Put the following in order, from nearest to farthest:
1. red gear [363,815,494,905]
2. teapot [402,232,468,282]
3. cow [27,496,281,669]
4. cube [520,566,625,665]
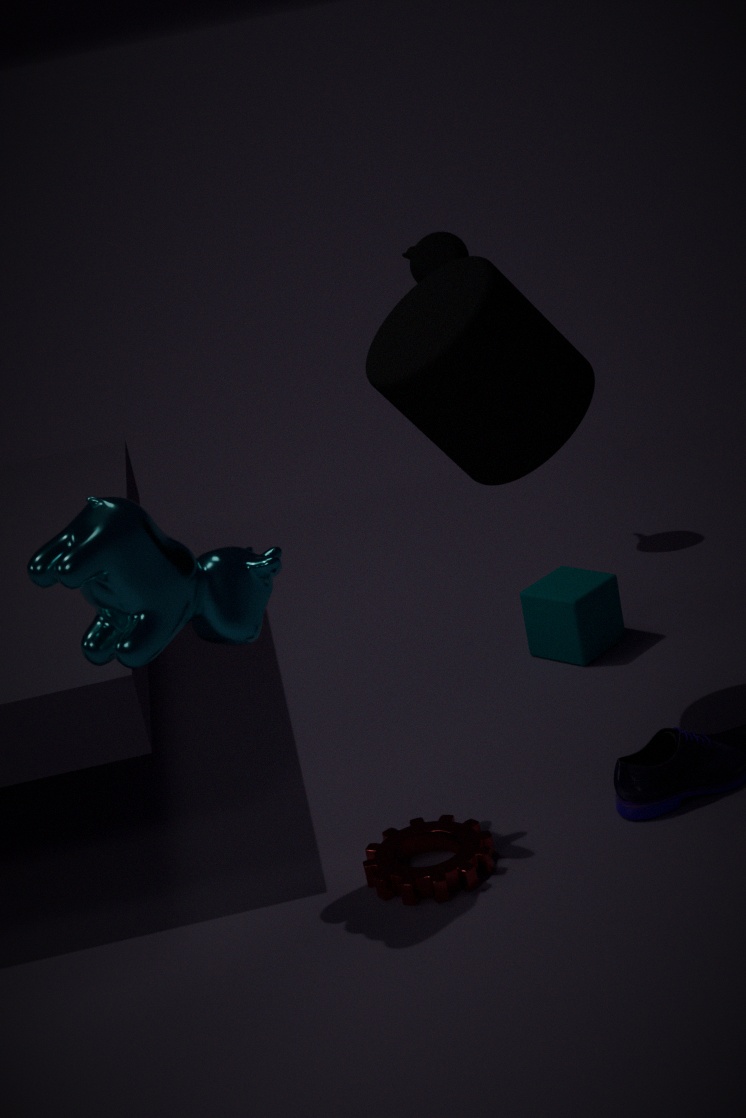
1. cow [27,496,281,669]
2. red gear [363,815,494,905]
3. cube [520,566,625,665]
4. teapot [402,232,468,282]
